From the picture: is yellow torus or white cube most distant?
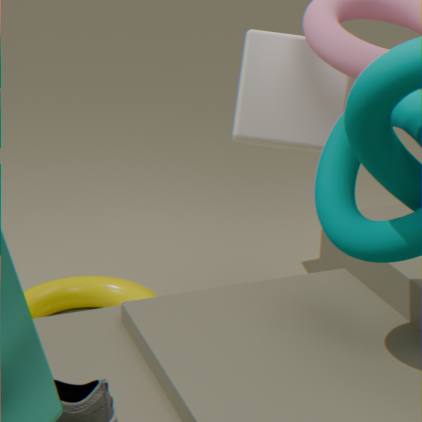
yellow torus
